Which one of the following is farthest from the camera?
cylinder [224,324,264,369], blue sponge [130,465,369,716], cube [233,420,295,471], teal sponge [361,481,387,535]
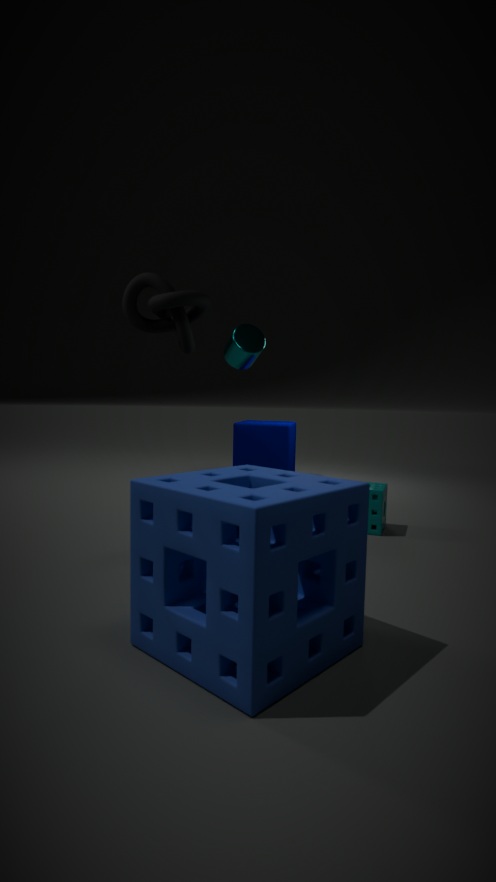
cube [233,420,295,471]
